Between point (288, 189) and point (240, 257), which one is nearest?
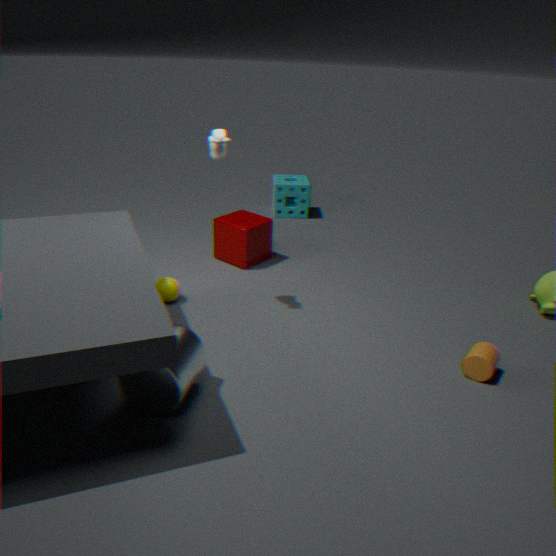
point (240, 257)
